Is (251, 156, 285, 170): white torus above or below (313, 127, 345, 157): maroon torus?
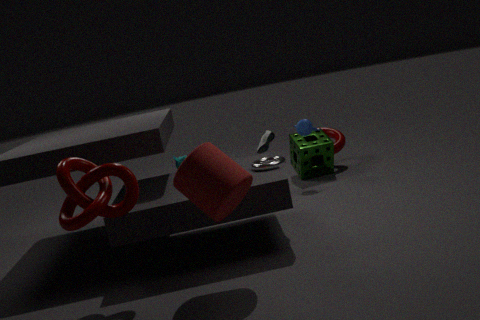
above
